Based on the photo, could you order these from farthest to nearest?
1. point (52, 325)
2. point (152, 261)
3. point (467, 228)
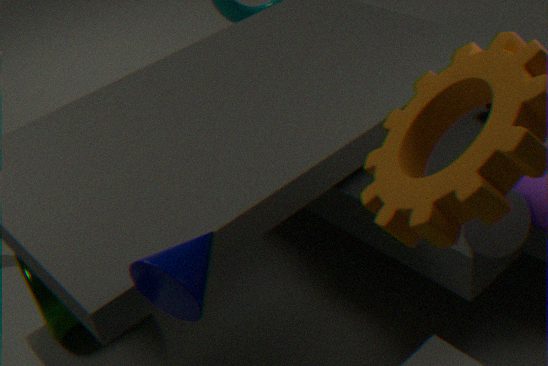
point (52, 325), point (467, 228), point (152, 261)
